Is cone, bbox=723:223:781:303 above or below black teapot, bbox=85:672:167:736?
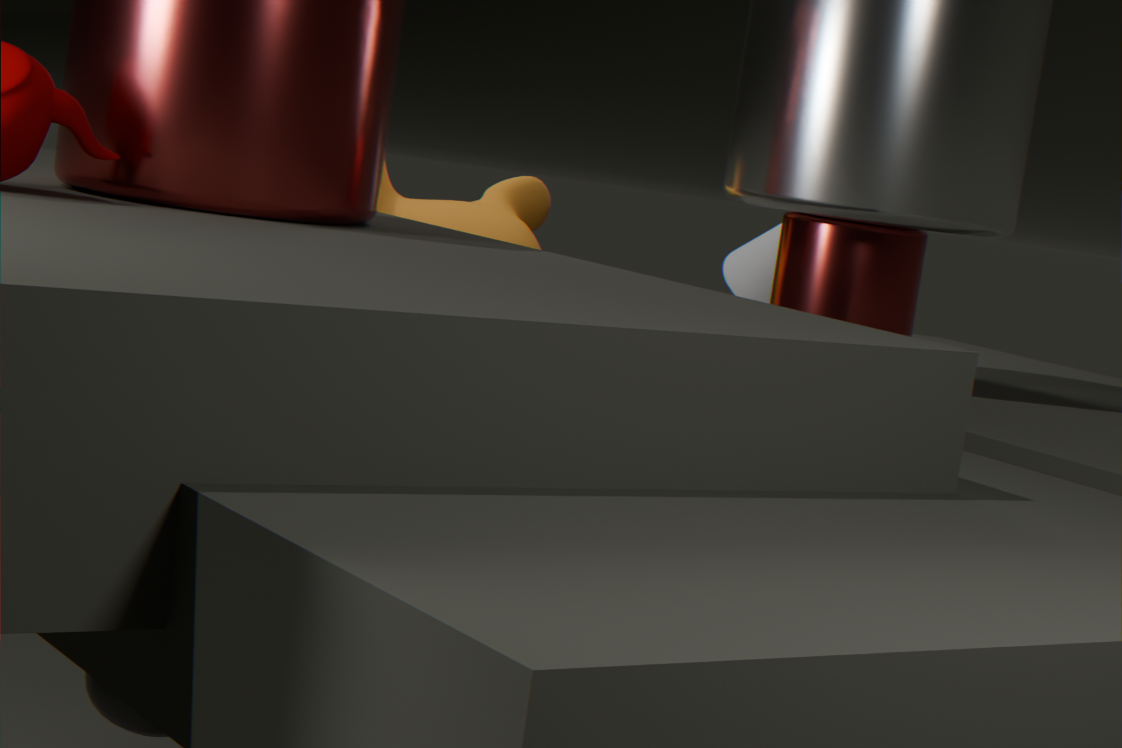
above
